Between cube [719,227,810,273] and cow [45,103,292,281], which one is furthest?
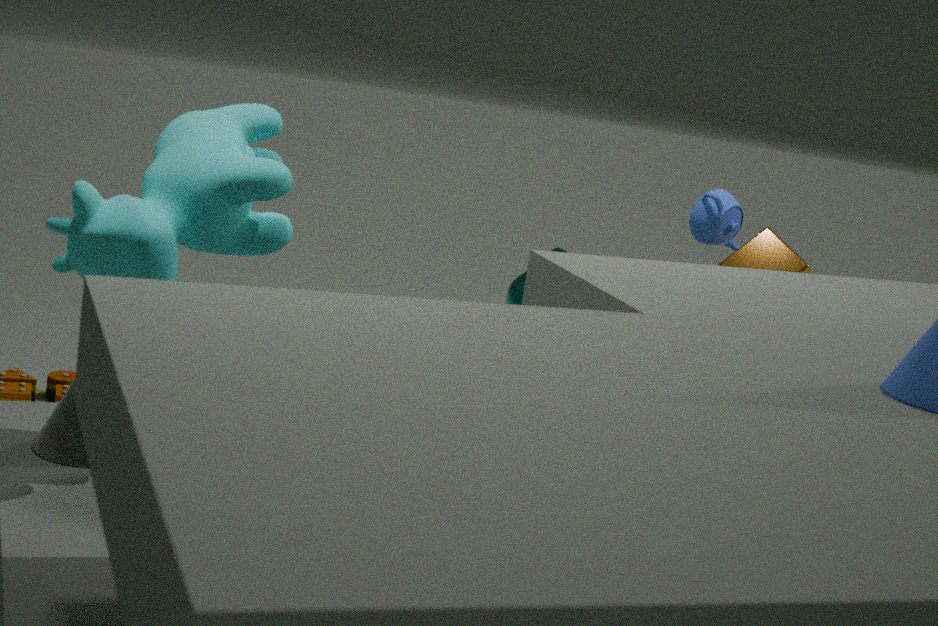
cube [719,227,810,273]
